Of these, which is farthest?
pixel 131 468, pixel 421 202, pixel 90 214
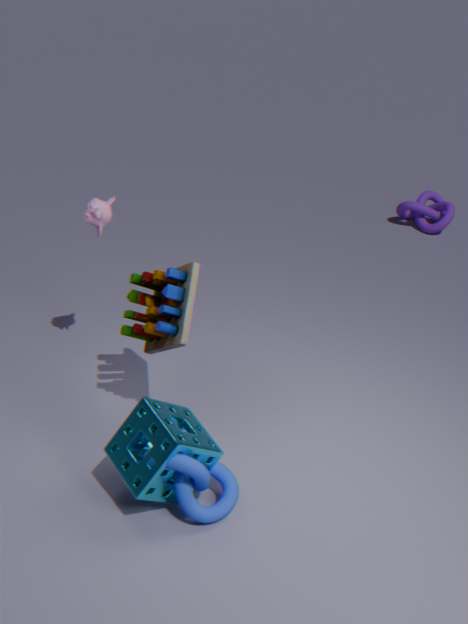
pixel 421 202
